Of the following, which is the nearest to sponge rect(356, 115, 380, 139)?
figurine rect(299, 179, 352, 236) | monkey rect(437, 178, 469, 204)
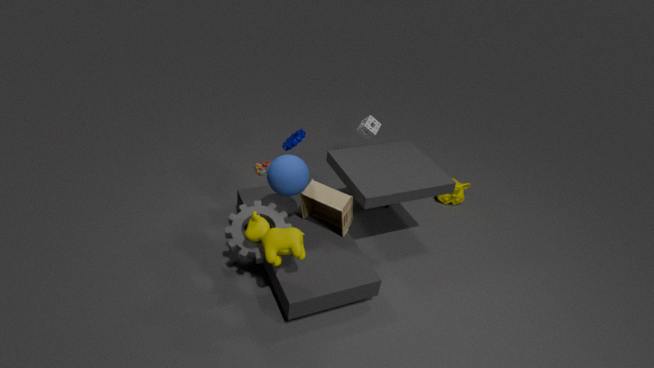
monkey rect(437, 178, 469, 204)
